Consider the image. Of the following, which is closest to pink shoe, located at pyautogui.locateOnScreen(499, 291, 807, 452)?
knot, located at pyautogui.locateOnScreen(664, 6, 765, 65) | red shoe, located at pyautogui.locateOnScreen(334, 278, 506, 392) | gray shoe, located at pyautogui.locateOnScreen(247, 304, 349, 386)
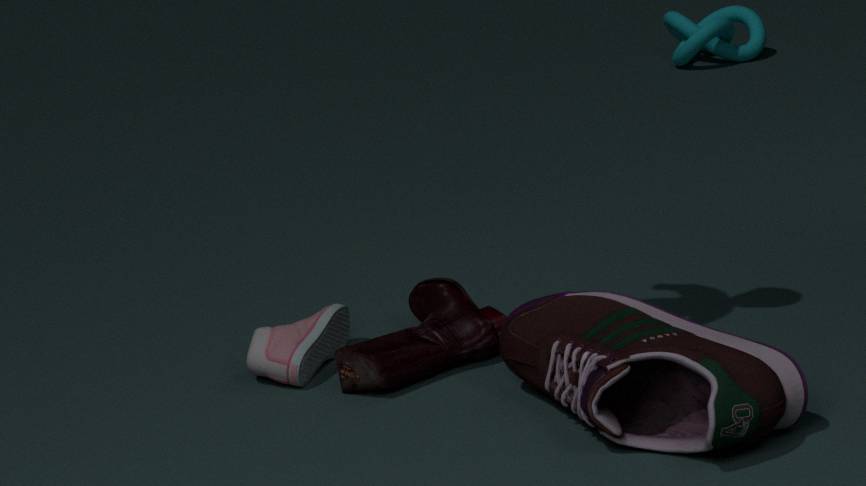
red shoe, located at pyautogui.locateOnScreen(334, 278, 506, 392)
